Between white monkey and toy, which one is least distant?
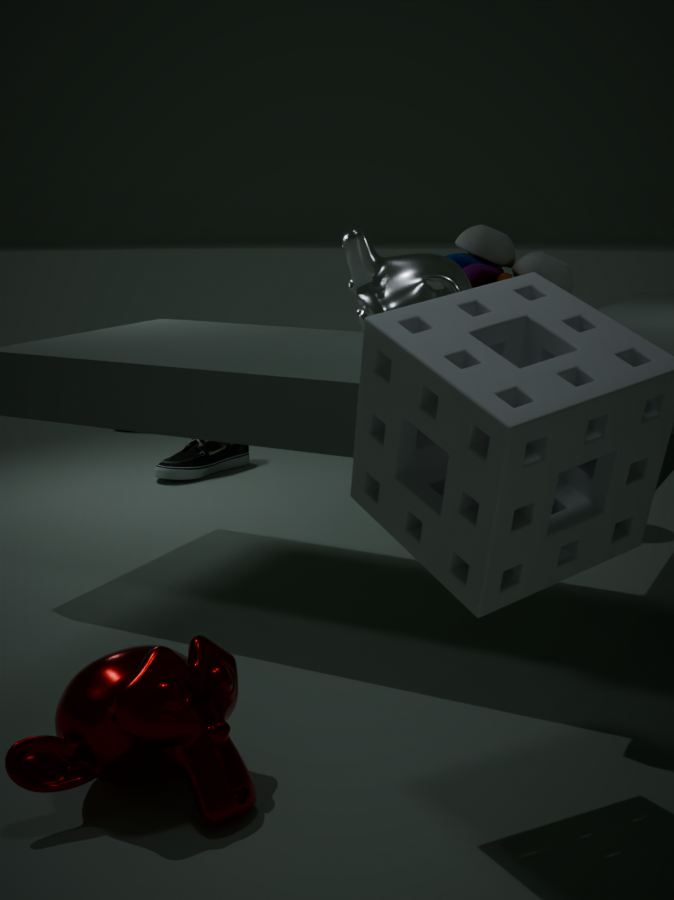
white monkey
